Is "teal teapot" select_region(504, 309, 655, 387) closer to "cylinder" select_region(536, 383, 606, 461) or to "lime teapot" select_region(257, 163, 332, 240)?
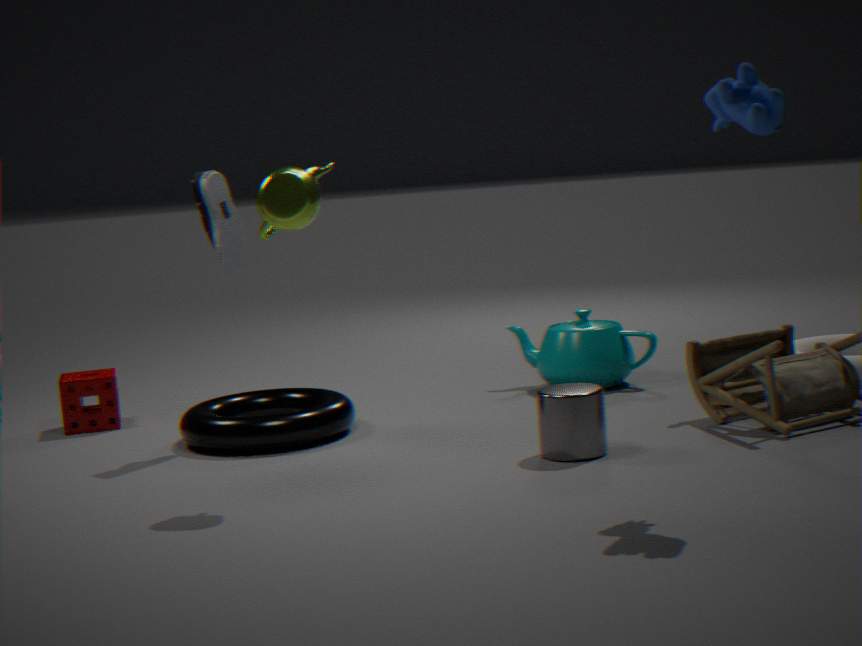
"cylinder" select_region(536, 383, 606, 461)
